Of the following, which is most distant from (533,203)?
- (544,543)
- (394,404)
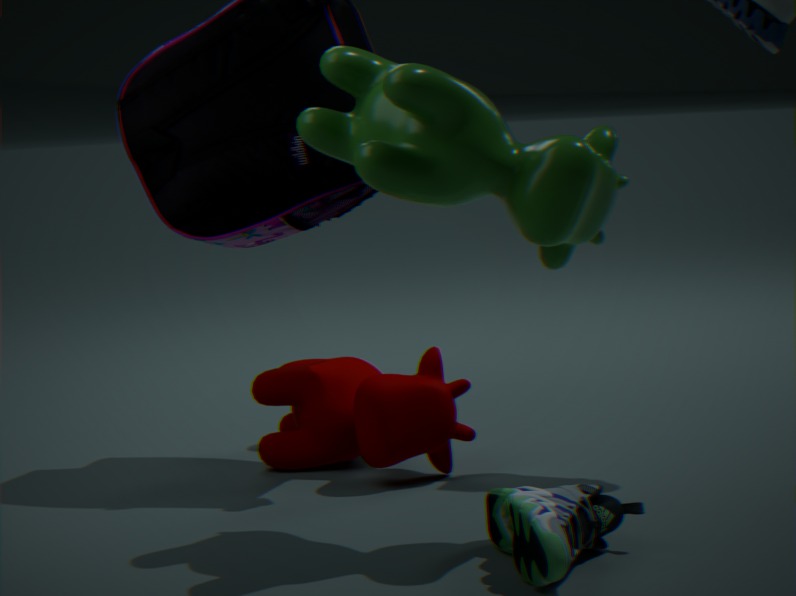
(394,404)
